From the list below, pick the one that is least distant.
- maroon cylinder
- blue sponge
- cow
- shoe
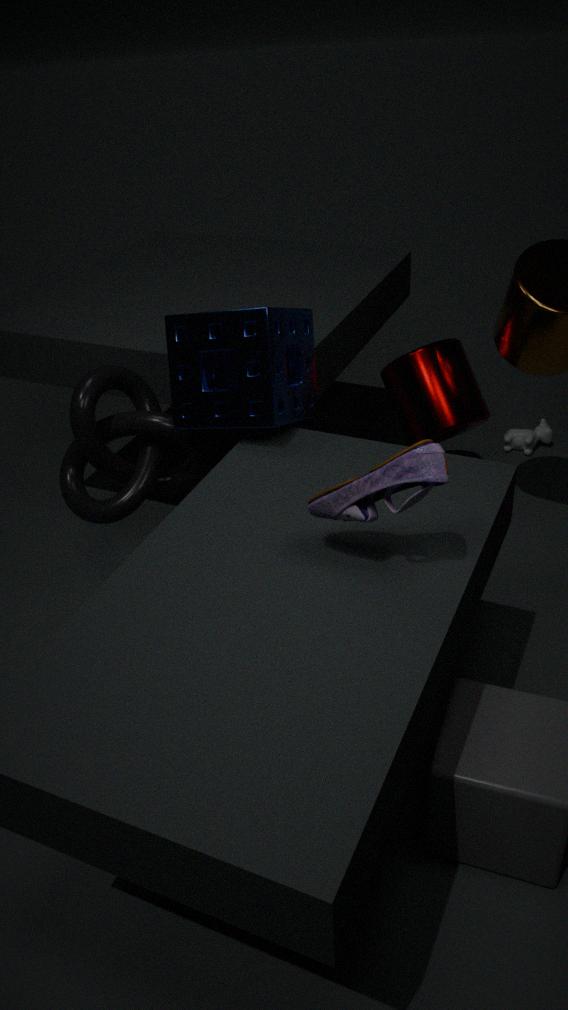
shoe
